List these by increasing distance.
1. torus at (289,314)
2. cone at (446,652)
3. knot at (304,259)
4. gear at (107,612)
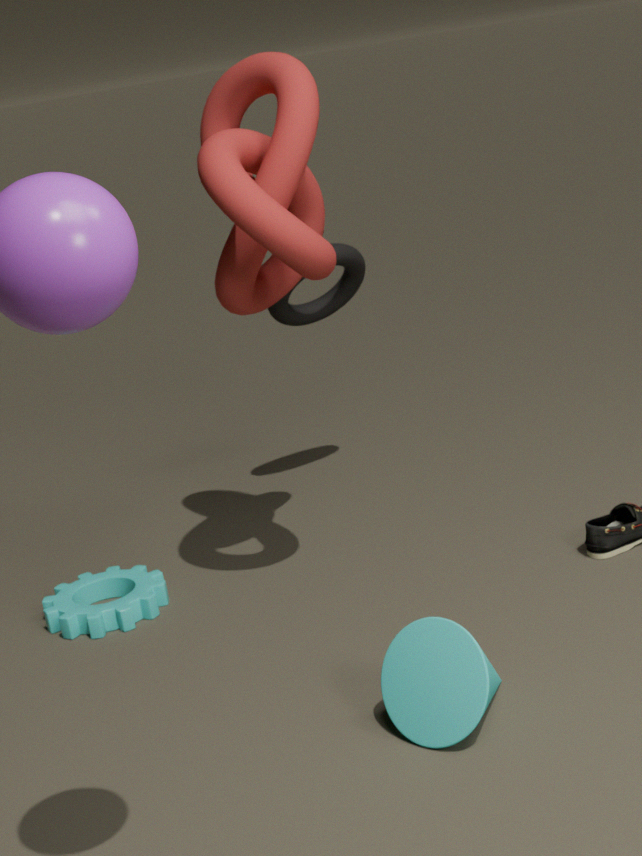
1. cone at (446,652)
2. knot at (304,259)
3. gear at (107,612)
4. torus at (289,314)
